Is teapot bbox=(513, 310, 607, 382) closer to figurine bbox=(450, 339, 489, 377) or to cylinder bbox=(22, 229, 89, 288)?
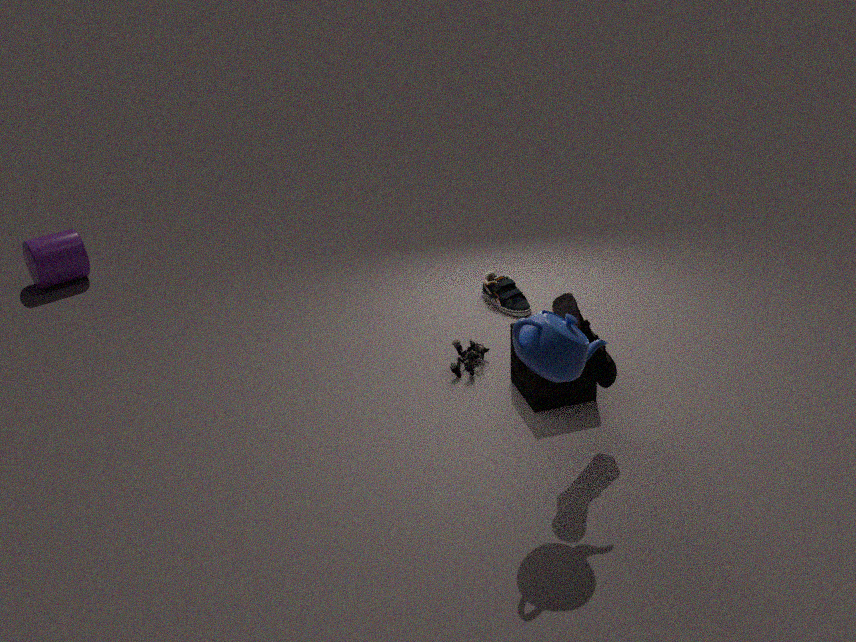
figurine bbox=(450, 339, 489, 377)
